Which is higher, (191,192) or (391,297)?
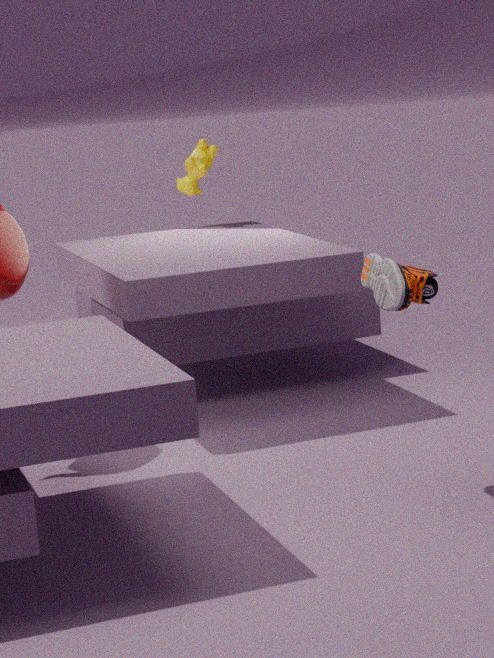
(191,192)
